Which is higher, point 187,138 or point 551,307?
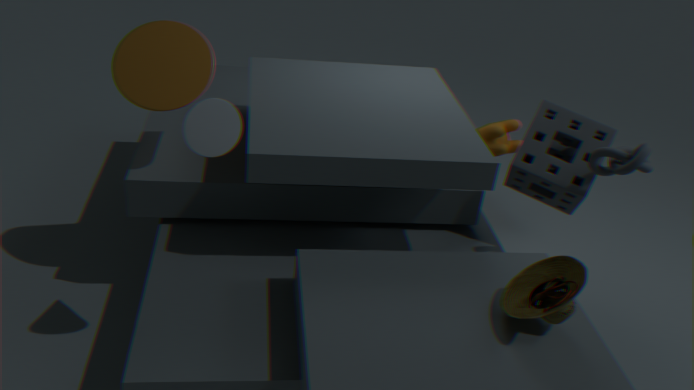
point 187,138
